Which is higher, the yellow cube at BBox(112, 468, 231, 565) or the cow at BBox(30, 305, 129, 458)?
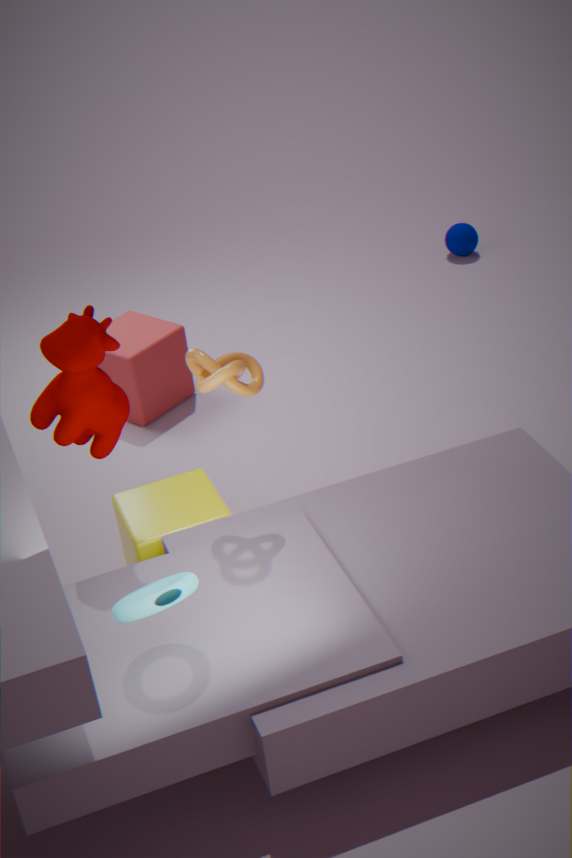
the cow at BBox(30, 305, 129, 458)
